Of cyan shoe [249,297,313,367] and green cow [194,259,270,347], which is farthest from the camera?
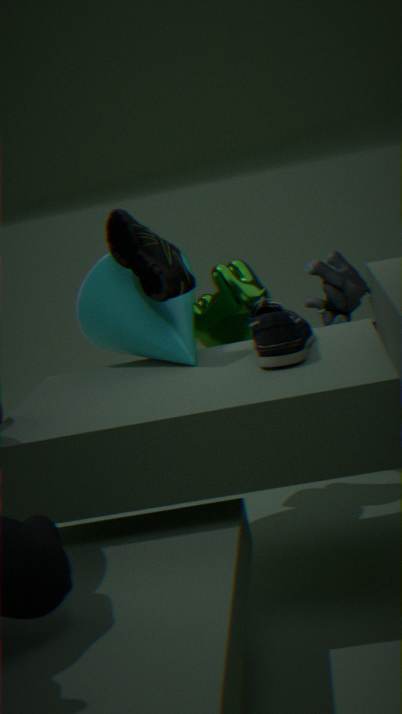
green cow [194,259,270,347]
